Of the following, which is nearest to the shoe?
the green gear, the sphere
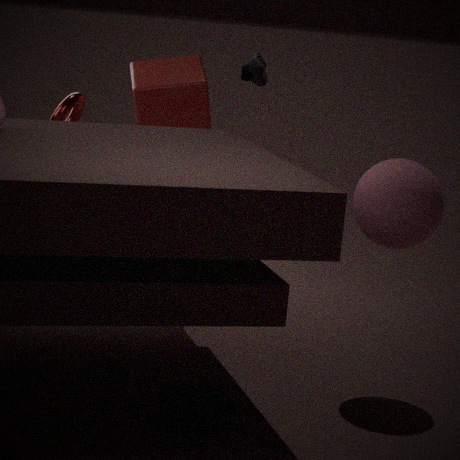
the sphere
